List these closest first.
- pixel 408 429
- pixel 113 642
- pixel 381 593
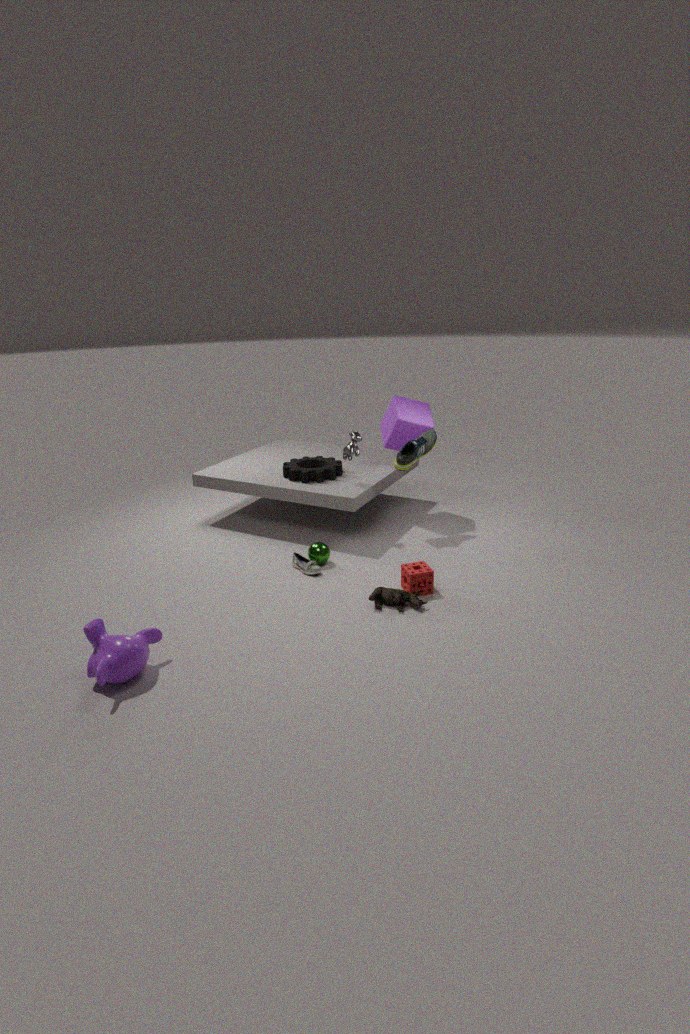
pixel 113 642 < pixel 381 593 < pixel 408 429
